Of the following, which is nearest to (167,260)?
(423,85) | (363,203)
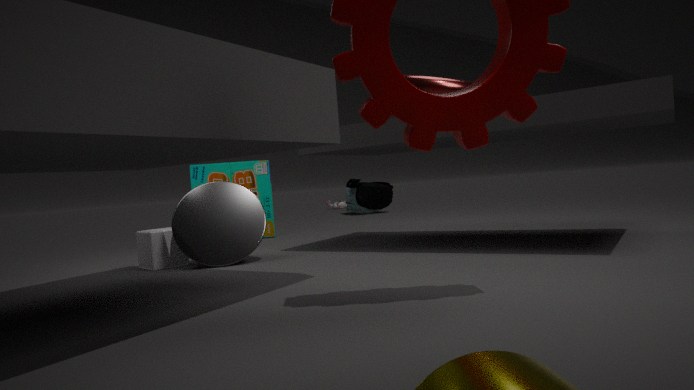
(423,85)
